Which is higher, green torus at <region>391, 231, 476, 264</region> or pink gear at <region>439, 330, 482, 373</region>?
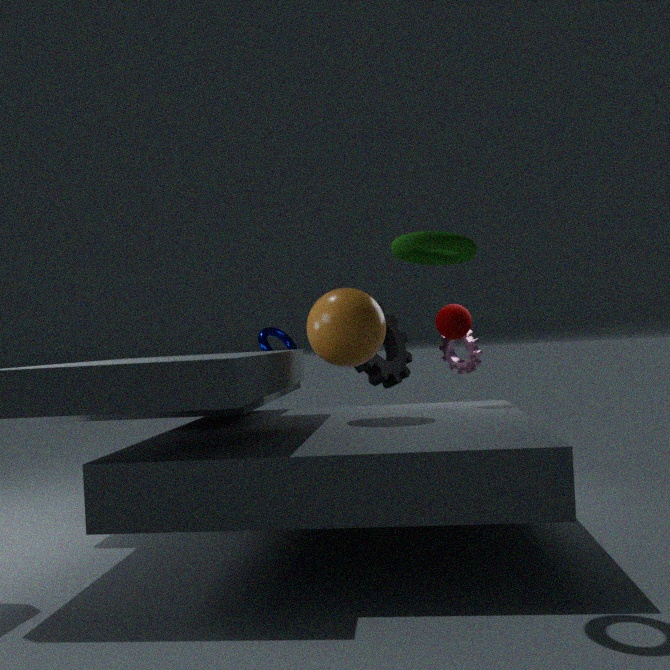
green torus at <region>391, 231, 476, 264</region>
